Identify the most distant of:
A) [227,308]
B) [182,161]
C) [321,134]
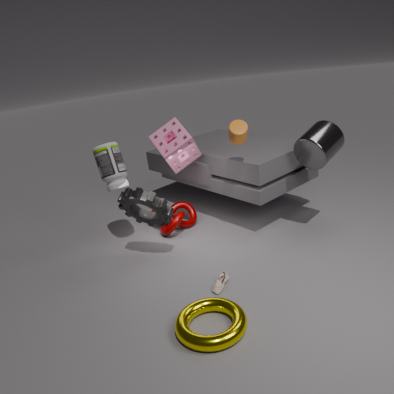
[182,161]
